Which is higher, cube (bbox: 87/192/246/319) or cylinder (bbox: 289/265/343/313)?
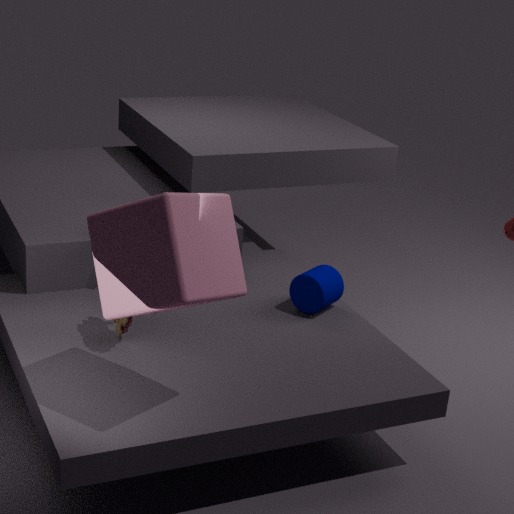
cube (bbox: 87/192/246/319)
